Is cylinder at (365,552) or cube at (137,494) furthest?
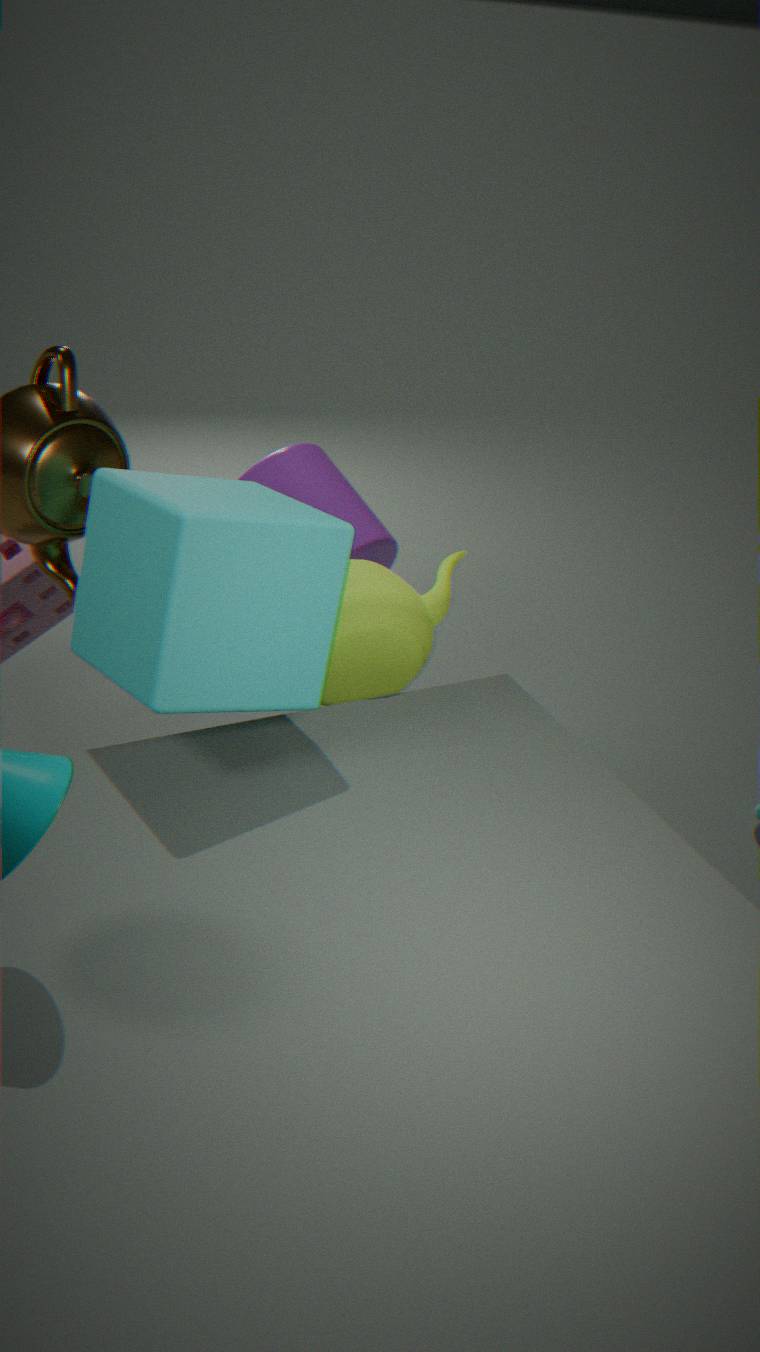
cylinder at (365,552)
